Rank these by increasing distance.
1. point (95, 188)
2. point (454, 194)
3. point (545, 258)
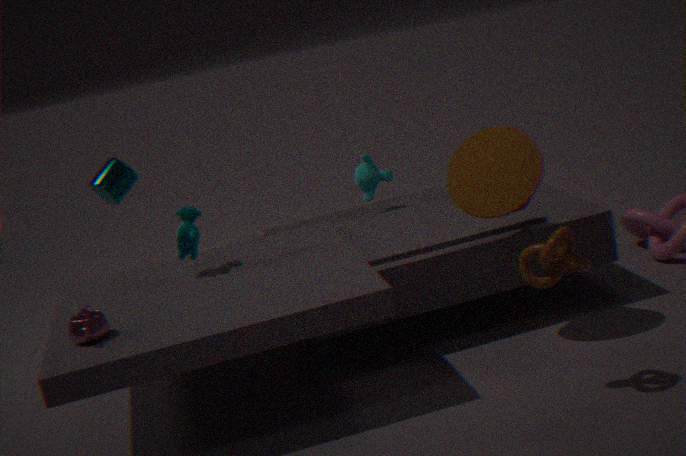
point (545, 258) < point (454, 194) < point (95, 188)
